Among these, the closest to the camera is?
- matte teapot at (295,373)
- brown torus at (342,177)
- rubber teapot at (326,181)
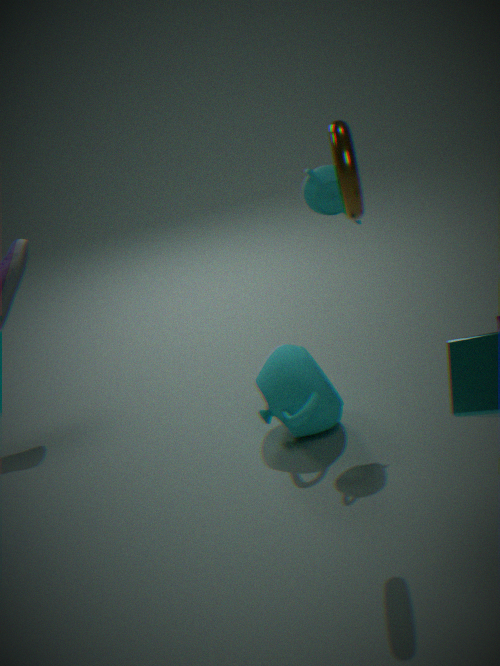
brown torus at (342,177)
